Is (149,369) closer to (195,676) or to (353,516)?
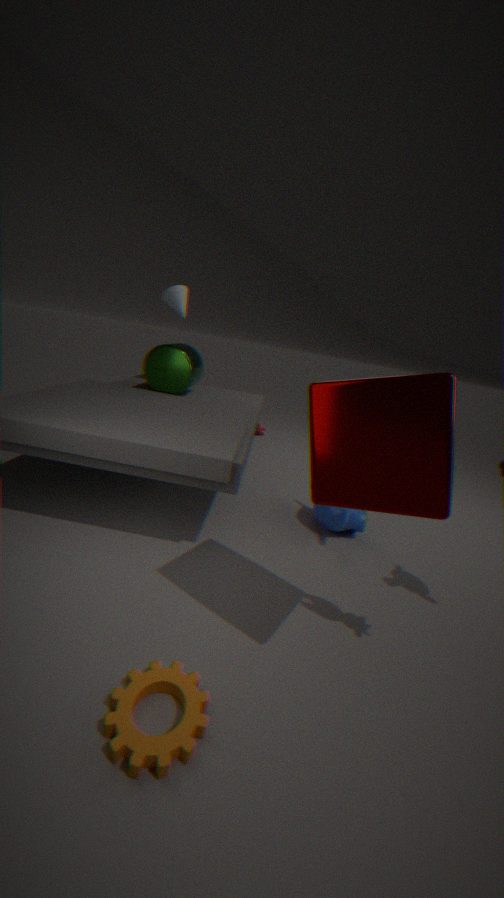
(353,516)
